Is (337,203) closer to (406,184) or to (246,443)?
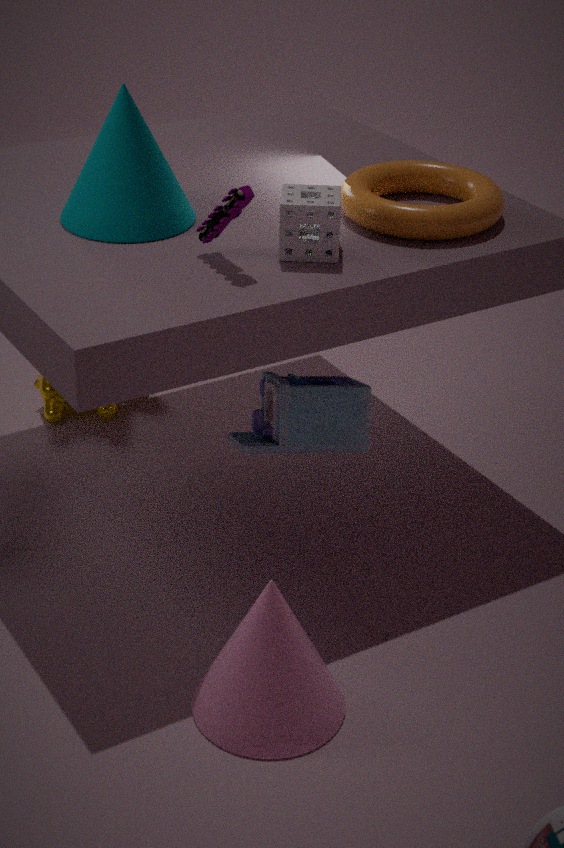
(406,184)
